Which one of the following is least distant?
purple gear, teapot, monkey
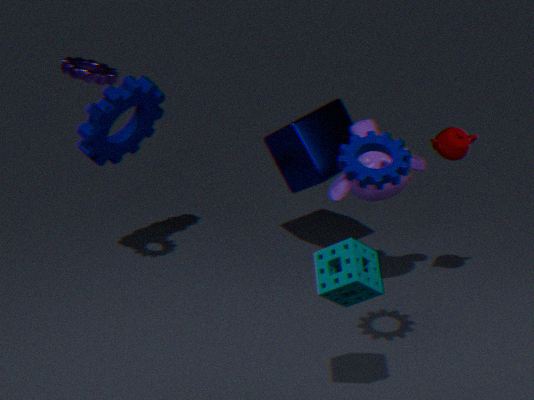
teapot
